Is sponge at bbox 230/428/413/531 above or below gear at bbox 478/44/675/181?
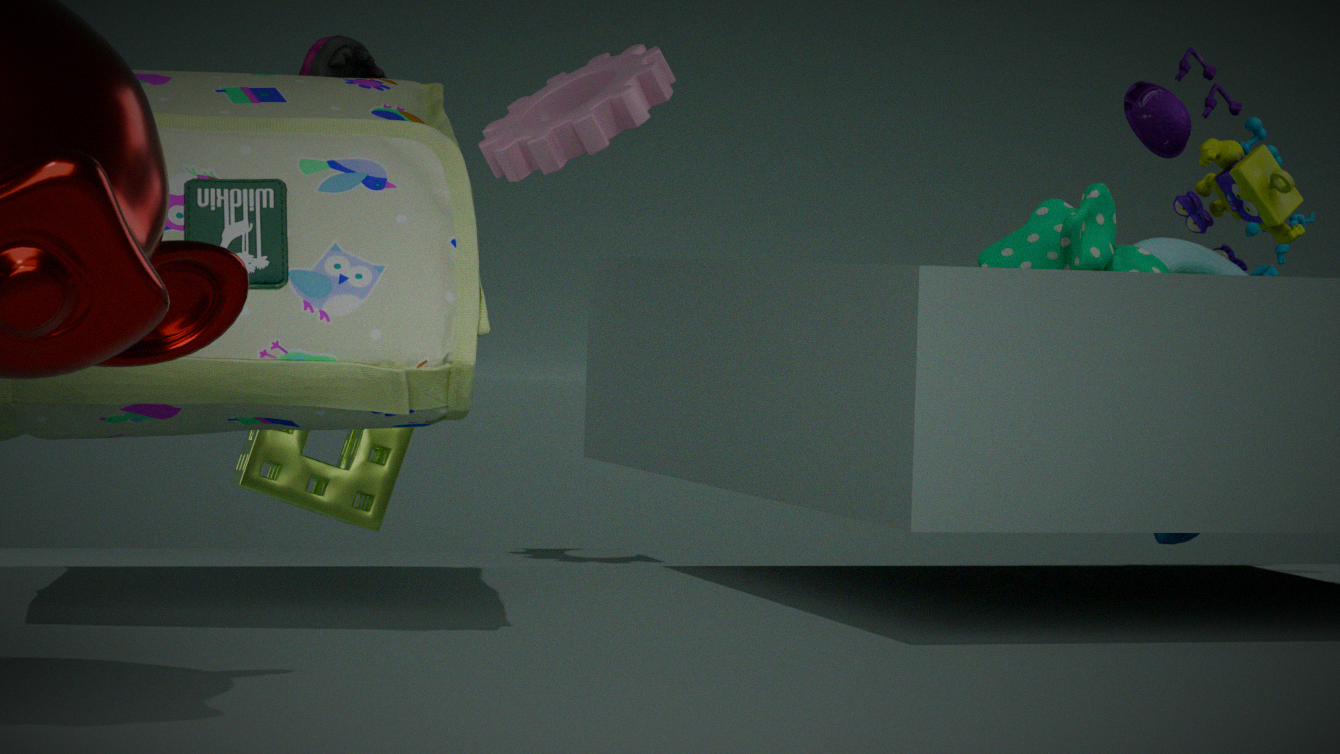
below
